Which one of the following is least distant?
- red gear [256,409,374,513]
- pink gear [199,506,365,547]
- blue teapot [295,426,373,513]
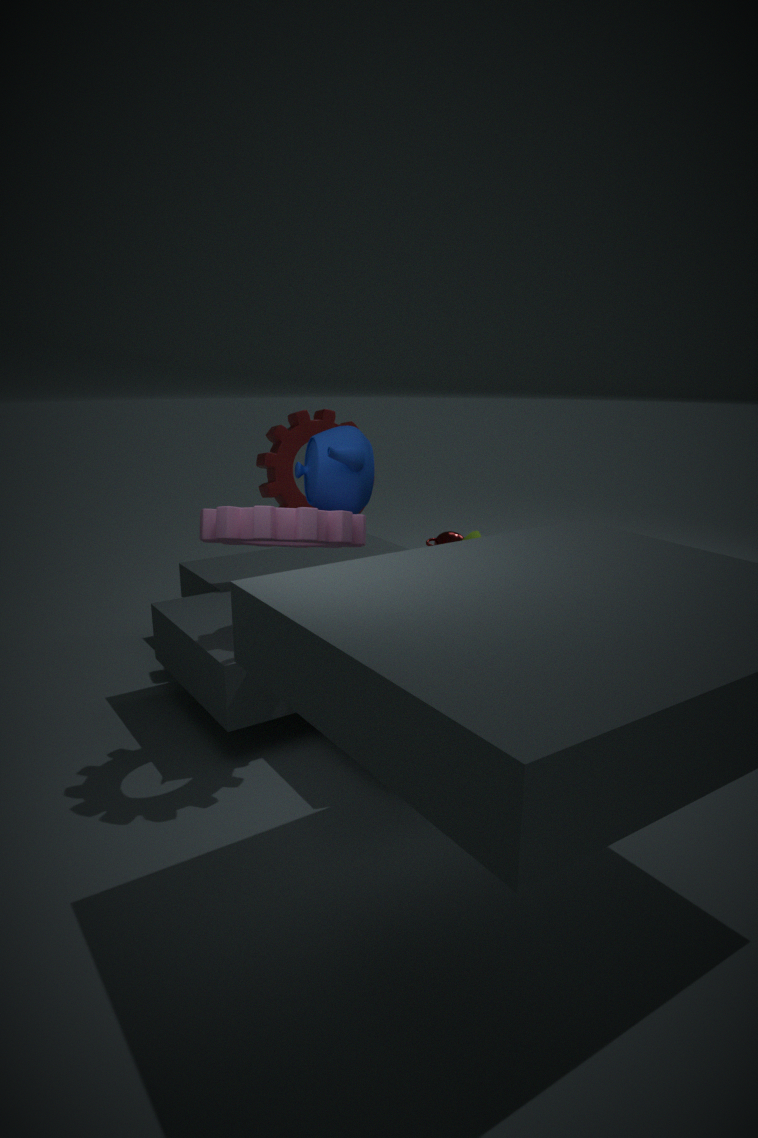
pink gear [199,506,365,547]
